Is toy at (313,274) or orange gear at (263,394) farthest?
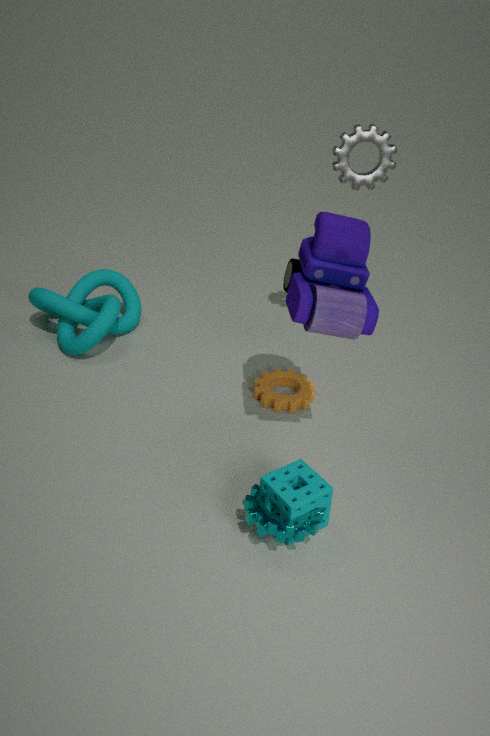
orange gear at (263,394)
